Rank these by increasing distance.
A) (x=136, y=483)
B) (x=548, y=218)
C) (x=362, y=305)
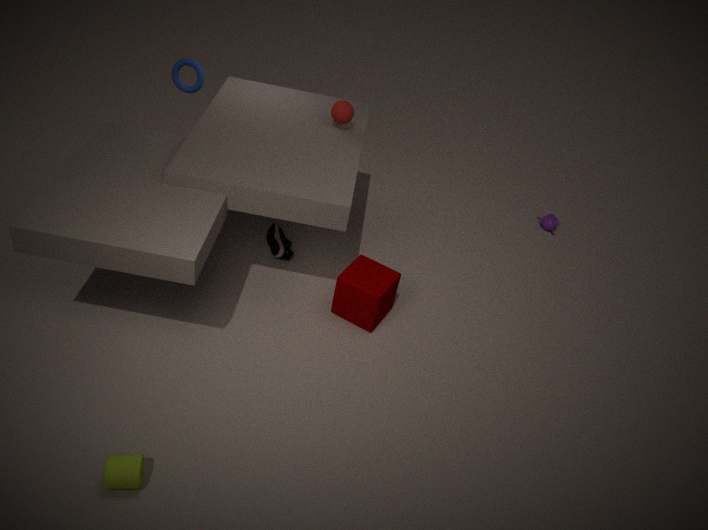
(x=136, y=483) → (x=362, y=305) → (x=548, y=218)
